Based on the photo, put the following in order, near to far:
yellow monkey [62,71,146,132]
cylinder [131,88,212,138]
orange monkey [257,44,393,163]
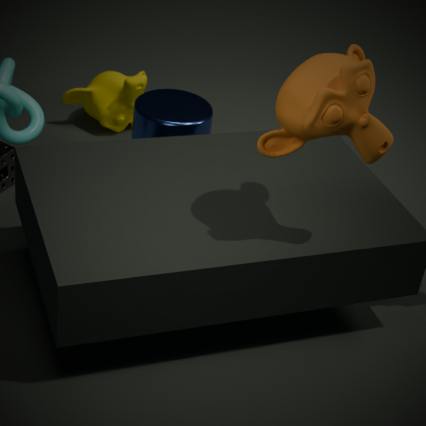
orange monkey [257,44,393,163] < cylinder [131,88,212,138] < yellow monkey [62,71,146,132]
